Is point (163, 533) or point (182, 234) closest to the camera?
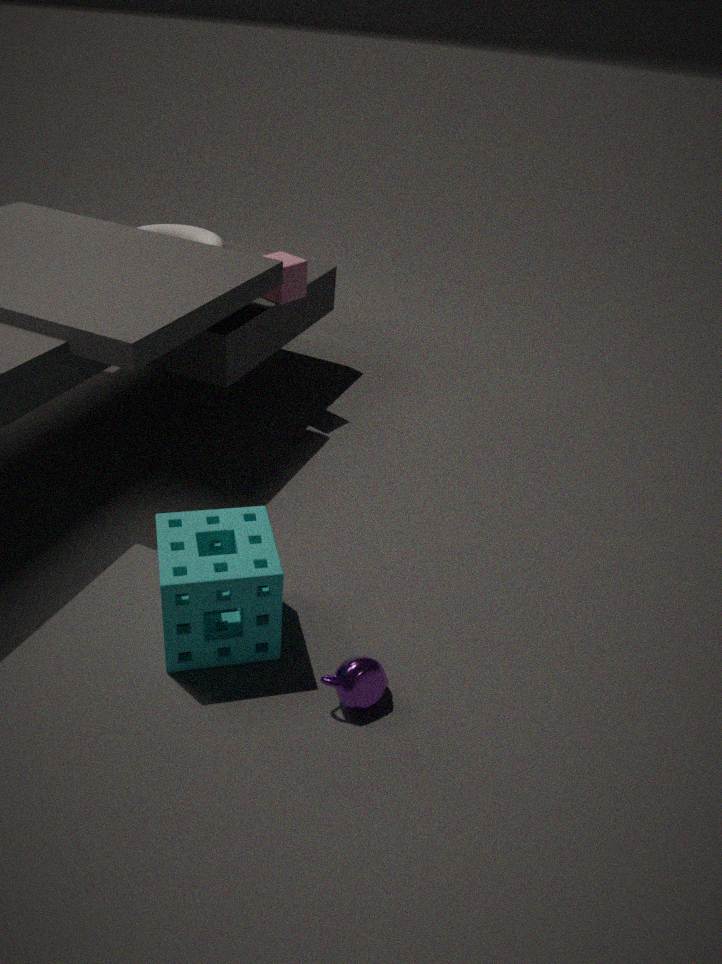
point (163, 533)
